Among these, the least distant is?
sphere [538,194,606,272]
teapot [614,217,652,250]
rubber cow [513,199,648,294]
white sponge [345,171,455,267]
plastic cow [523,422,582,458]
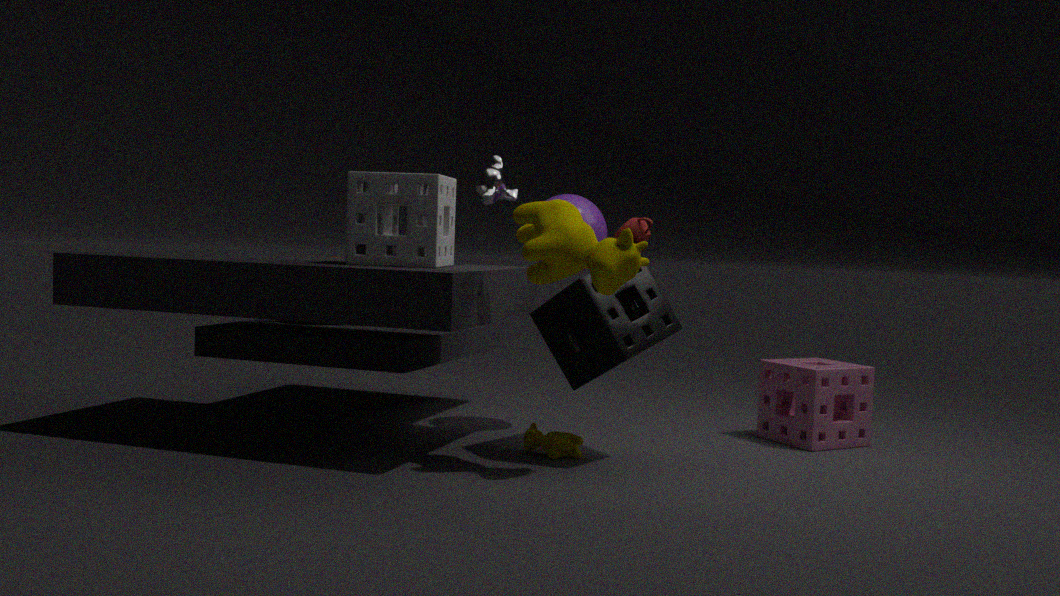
rubber cow [513,199,648,294]
